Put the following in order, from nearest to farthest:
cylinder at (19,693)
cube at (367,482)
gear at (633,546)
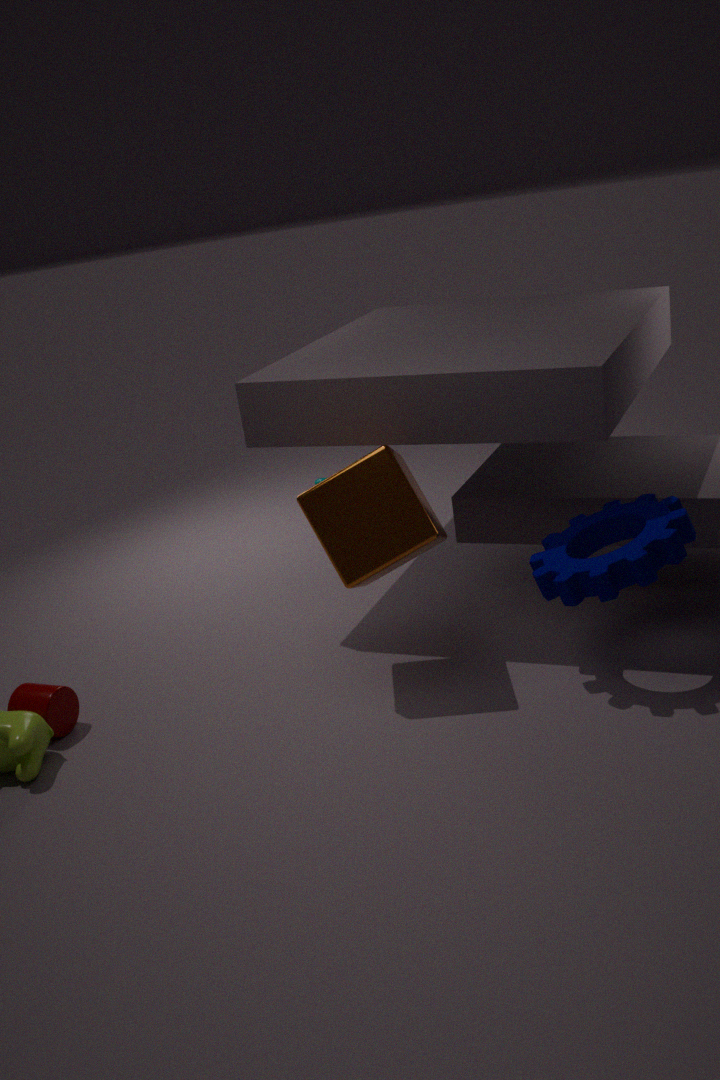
gear at (633,546) < cube at (367,482) < cylinder at (19,693)
